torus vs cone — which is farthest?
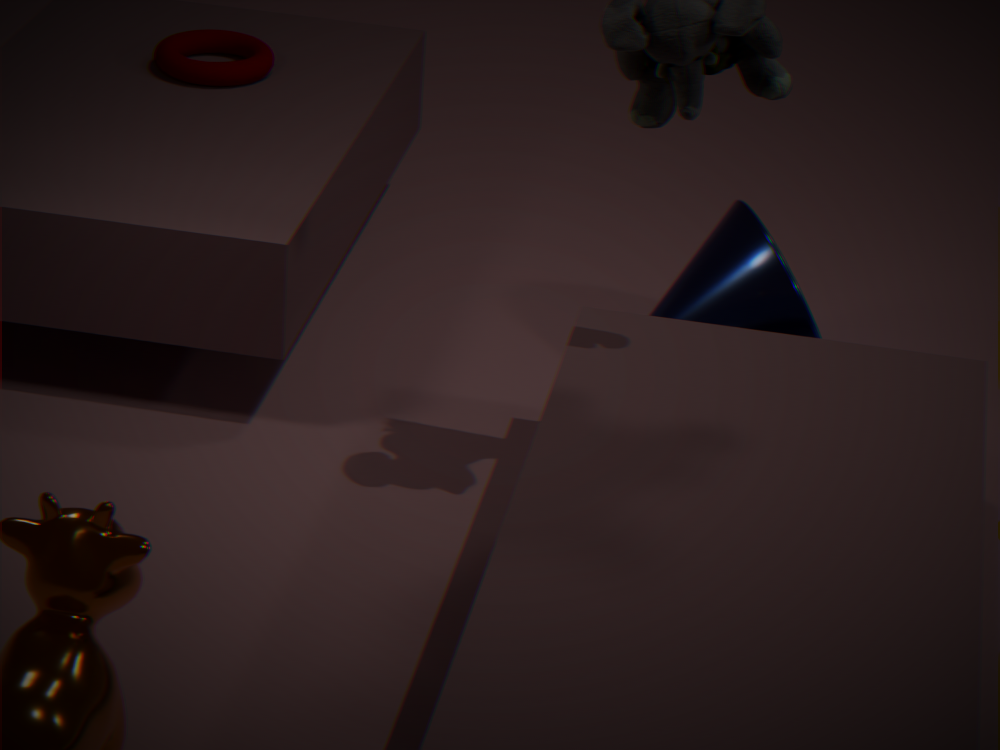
torus
